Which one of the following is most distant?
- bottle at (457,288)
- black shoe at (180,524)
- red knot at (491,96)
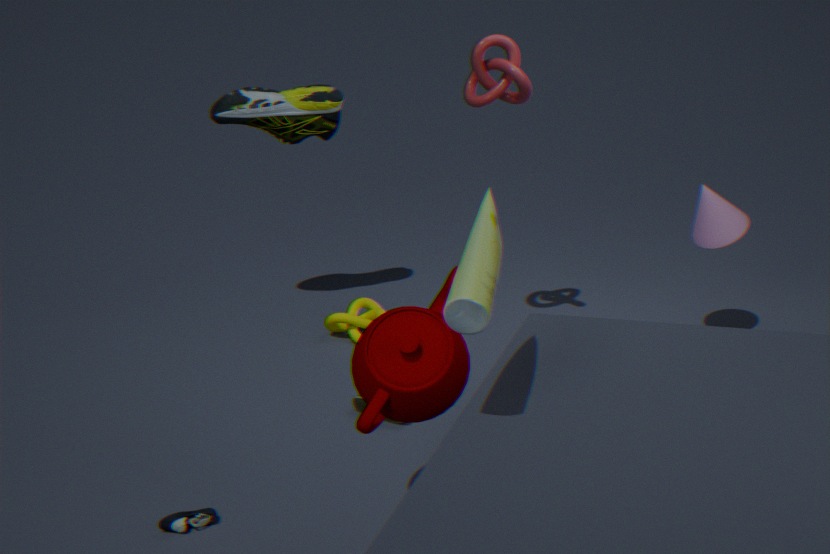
red knot at (491,96)
